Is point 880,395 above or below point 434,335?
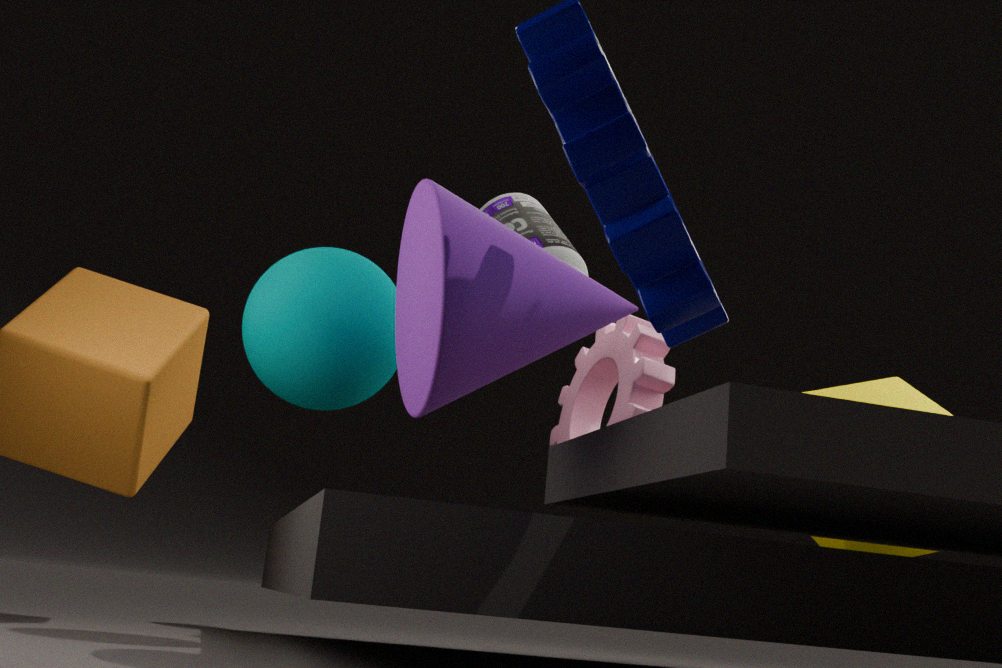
below
